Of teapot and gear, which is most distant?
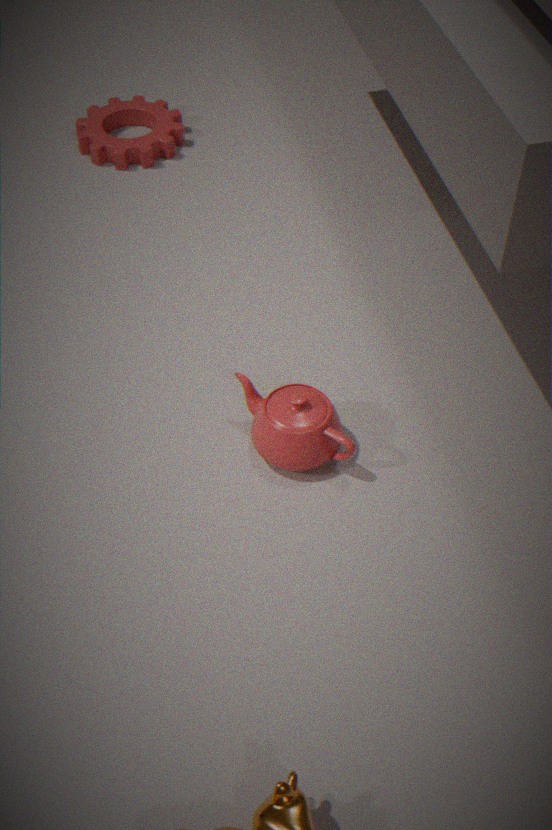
gear
